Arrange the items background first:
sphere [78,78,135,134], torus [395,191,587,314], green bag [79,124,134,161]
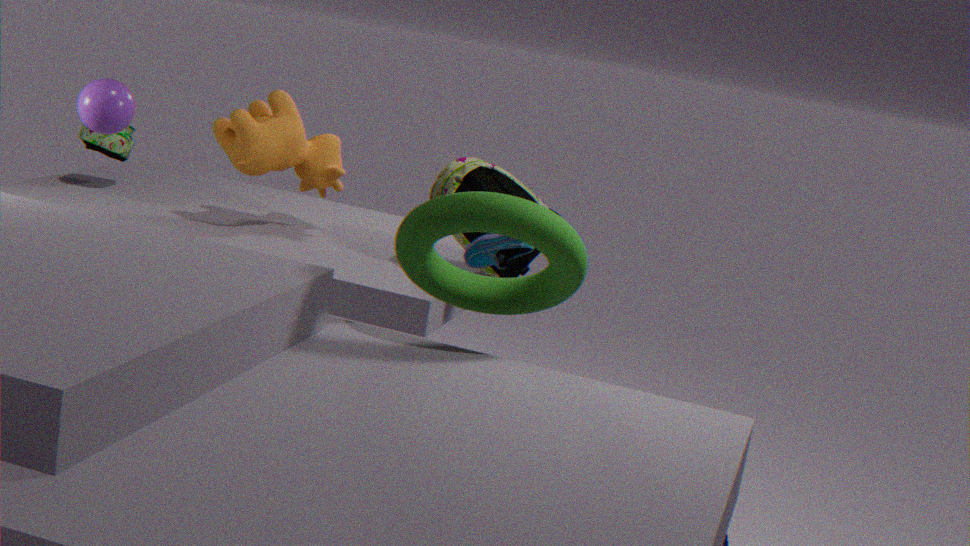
green bag [79,124,134,161] < sphere [78,78,135,134] < torus [395,191,587,314]
